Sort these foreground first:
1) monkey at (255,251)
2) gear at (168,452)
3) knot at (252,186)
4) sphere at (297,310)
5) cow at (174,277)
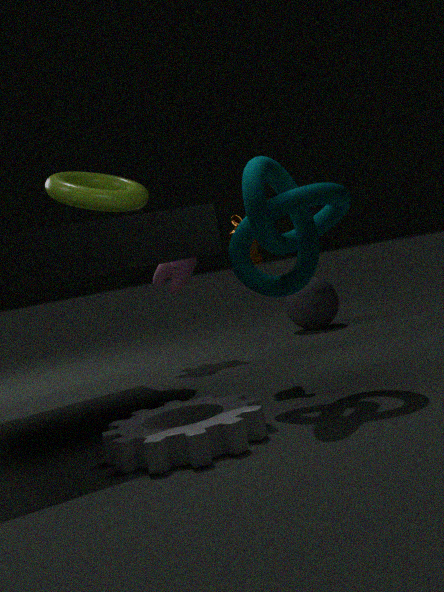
2. gear at (168,452), 3. knot at (252,186), 1. monkey at (255,251), 5. cow at (174,277), 4. sphere at (297,310)
